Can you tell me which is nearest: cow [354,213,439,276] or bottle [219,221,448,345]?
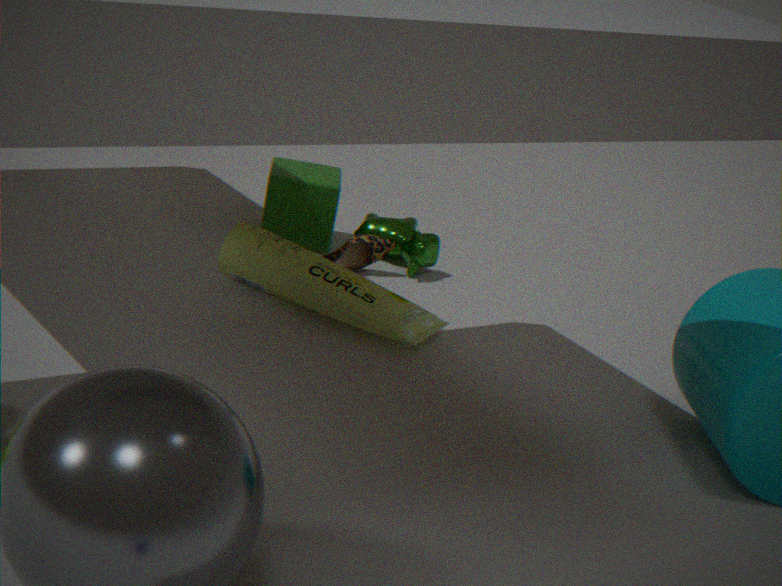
bottle [219,221,448,345]
